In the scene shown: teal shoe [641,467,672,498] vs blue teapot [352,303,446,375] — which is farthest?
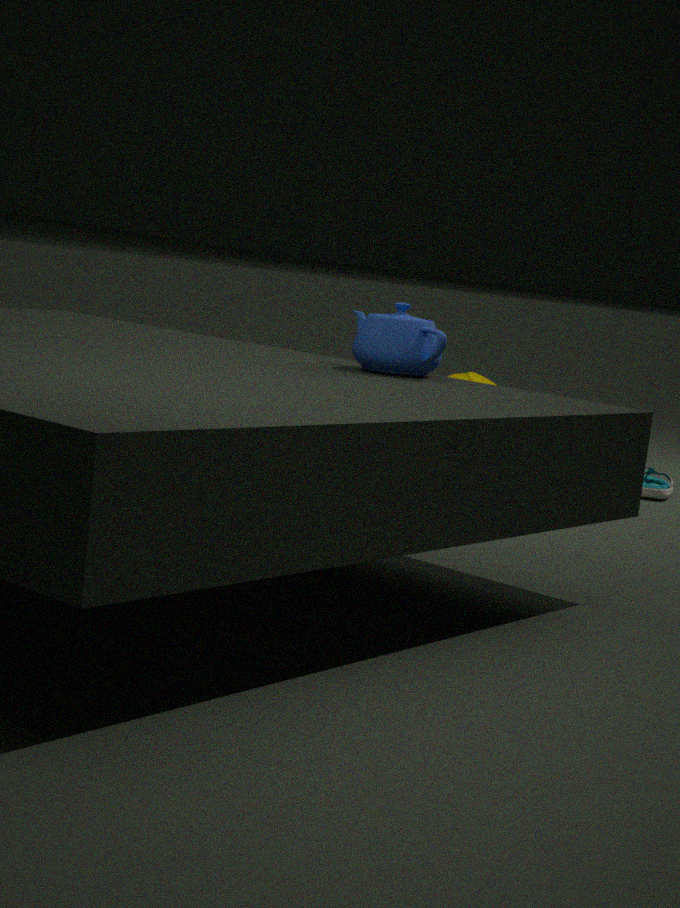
teal shoe [641,467,672,498]
